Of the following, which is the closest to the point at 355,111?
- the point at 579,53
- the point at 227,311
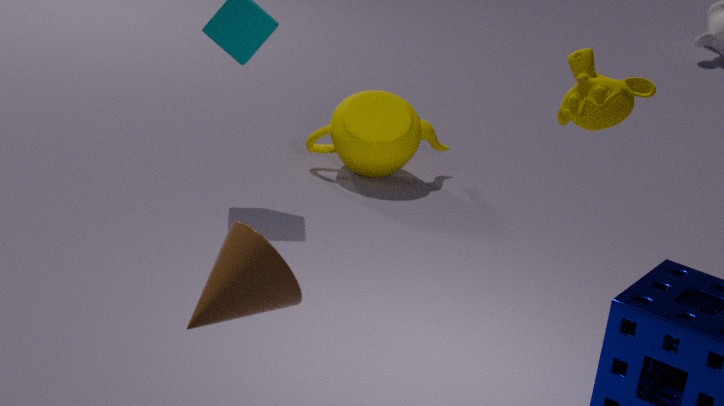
the point at 579,53
